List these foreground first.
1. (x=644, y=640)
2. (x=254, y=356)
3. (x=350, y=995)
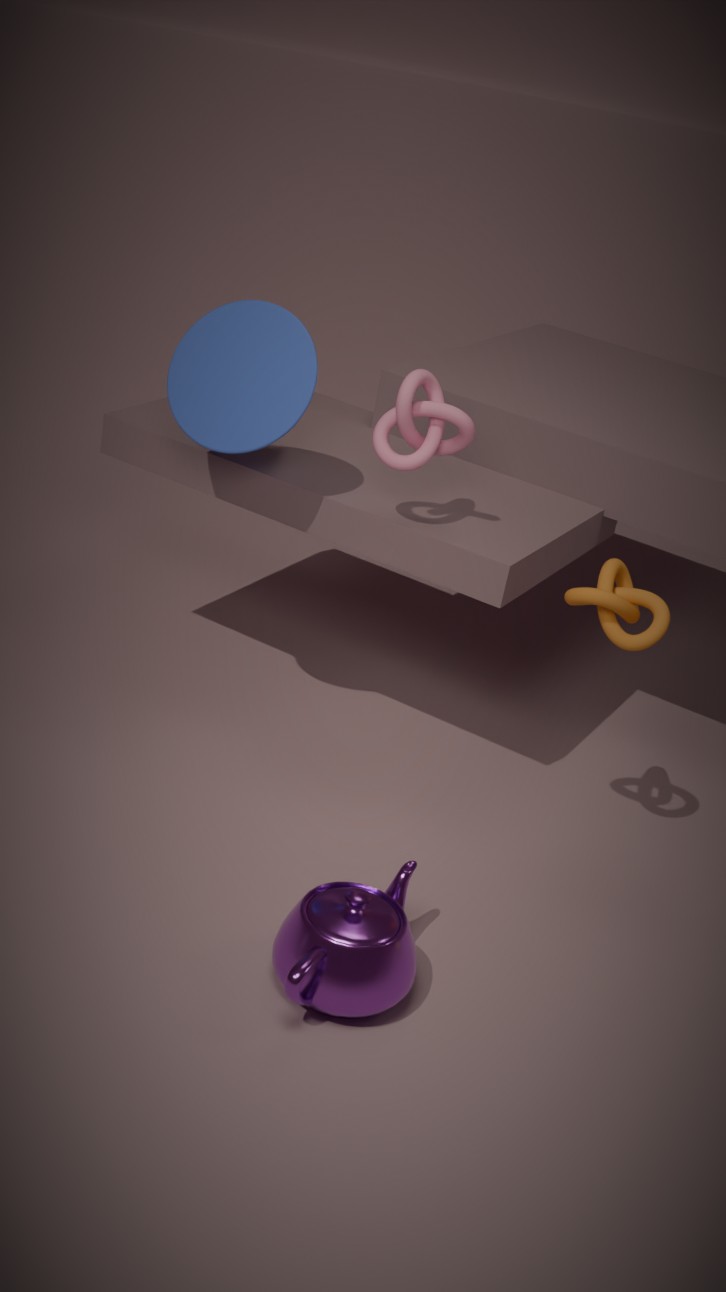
(x=350, y=995)
(x=644, y=640)
(x=254, y=356)
